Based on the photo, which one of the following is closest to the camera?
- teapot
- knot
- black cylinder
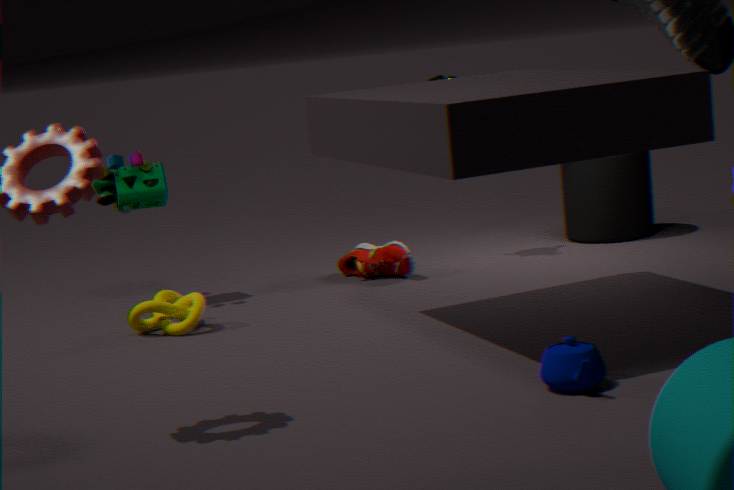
teapot
